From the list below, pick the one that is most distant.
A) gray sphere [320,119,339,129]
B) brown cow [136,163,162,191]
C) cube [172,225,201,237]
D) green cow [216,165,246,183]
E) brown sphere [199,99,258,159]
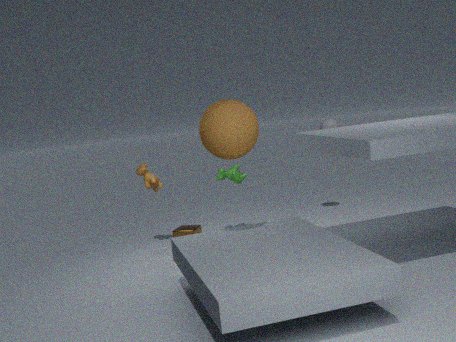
gray sphere [320,119,339,129]
